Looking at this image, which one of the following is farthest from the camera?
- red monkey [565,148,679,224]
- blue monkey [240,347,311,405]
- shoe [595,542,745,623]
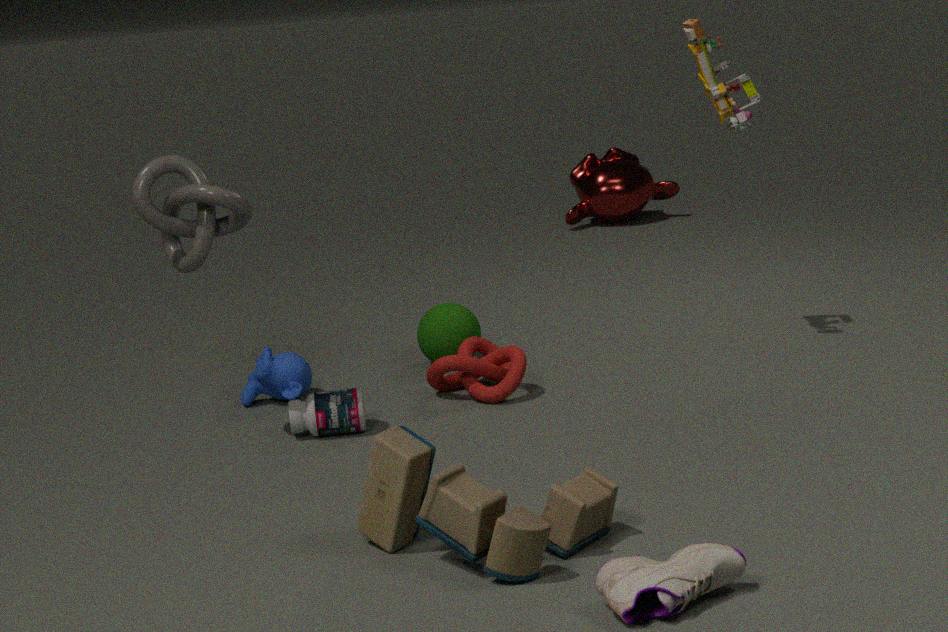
red monkey [565,148,679,224]
